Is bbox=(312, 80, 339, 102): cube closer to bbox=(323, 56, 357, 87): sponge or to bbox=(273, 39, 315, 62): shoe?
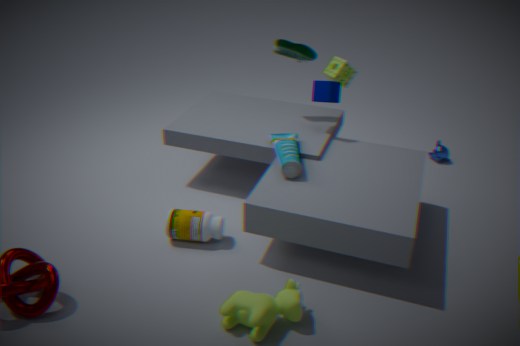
bbox=(323, 56, 357, 87): sponge
